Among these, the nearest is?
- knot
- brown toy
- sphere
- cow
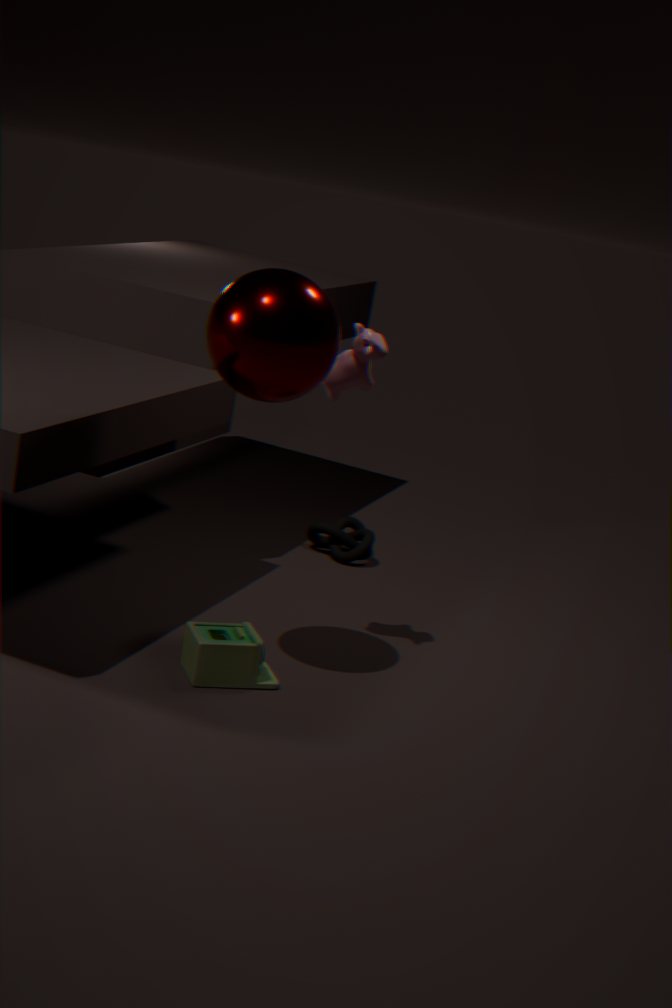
sphere
